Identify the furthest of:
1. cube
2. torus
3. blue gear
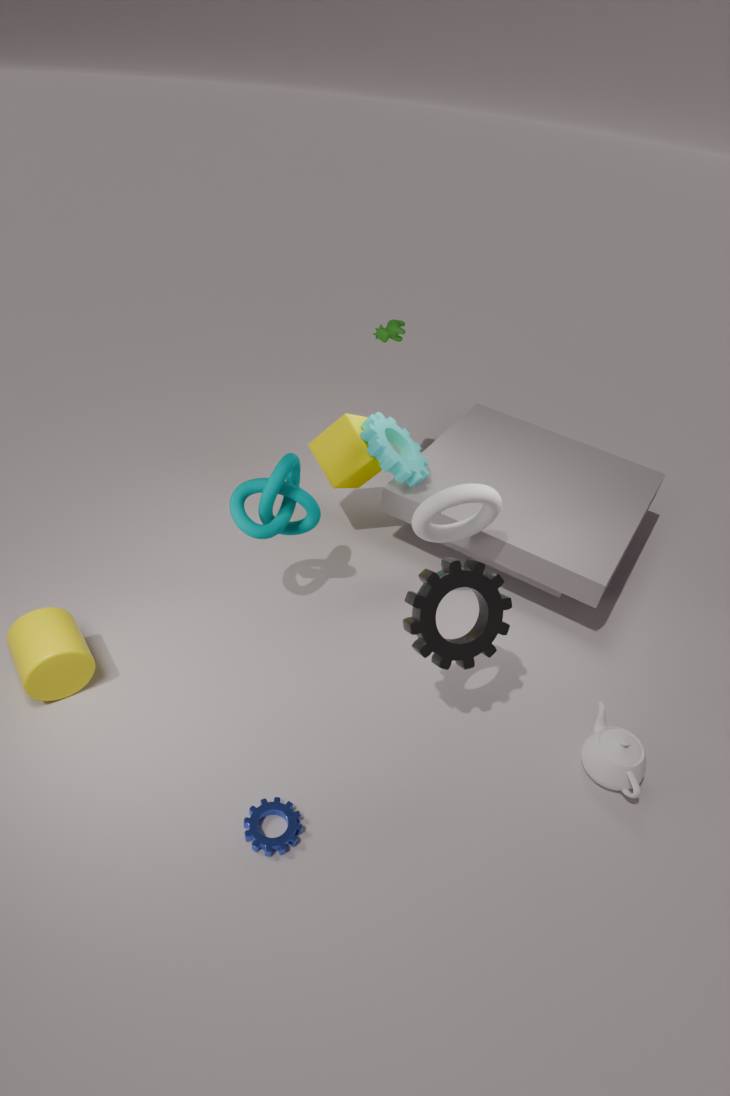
cube
